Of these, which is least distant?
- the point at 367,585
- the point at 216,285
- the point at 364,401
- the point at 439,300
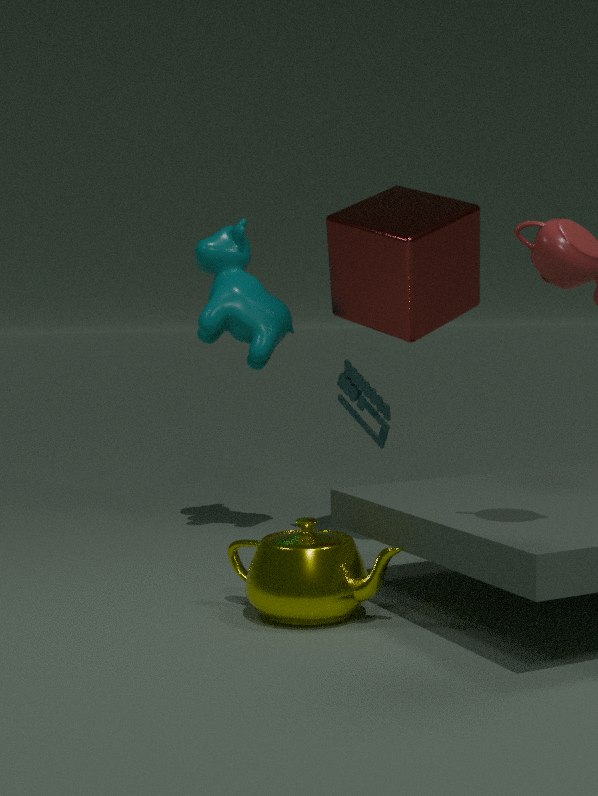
the point at 367,585
